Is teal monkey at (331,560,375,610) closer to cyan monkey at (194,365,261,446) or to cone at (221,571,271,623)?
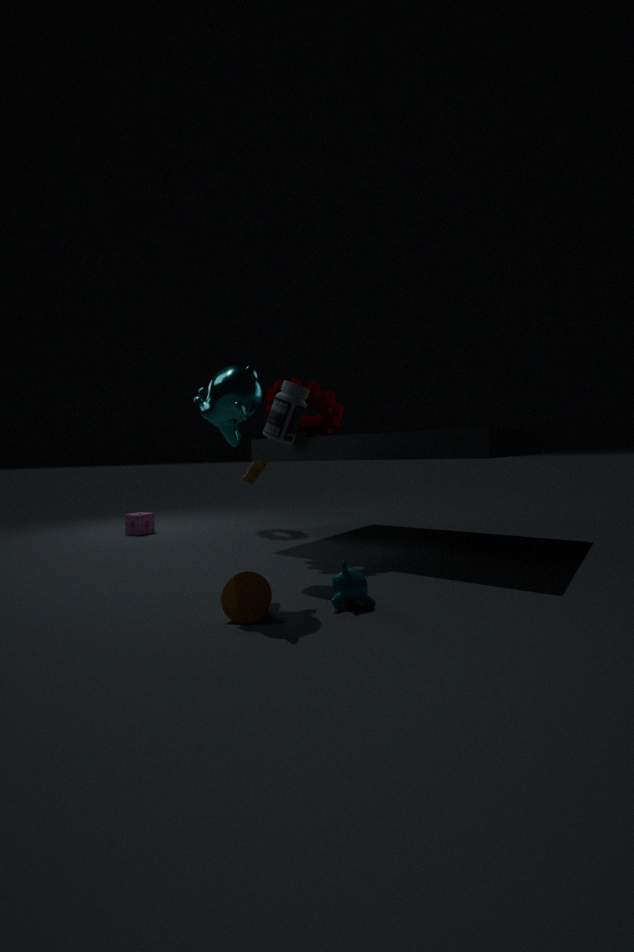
cone at (221,571,271,623)
